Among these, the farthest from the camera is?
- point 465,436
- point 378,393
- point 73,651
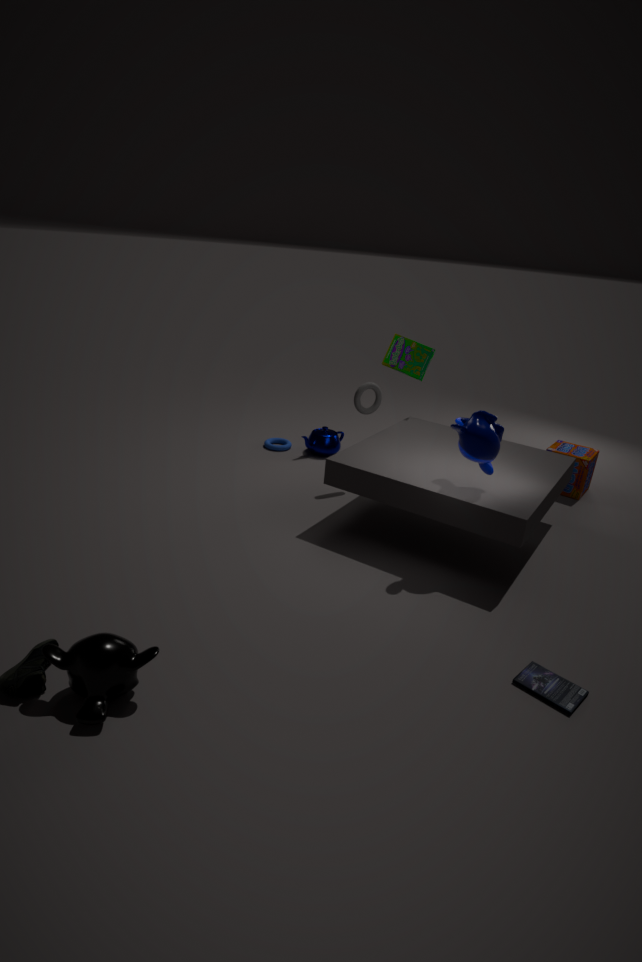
point 378,393
